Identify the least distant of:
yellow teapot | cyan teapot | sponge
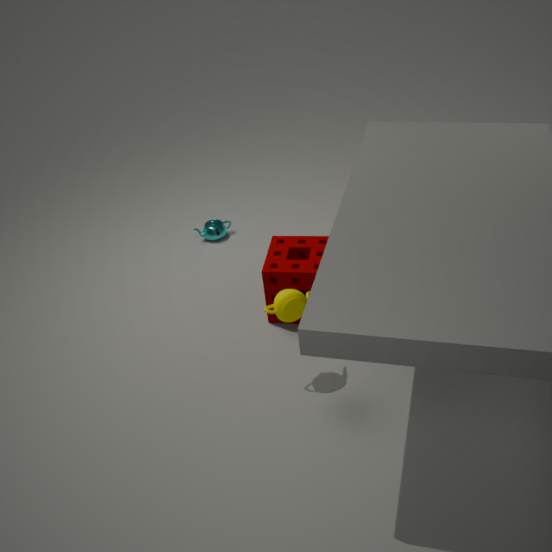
yellow teapot
